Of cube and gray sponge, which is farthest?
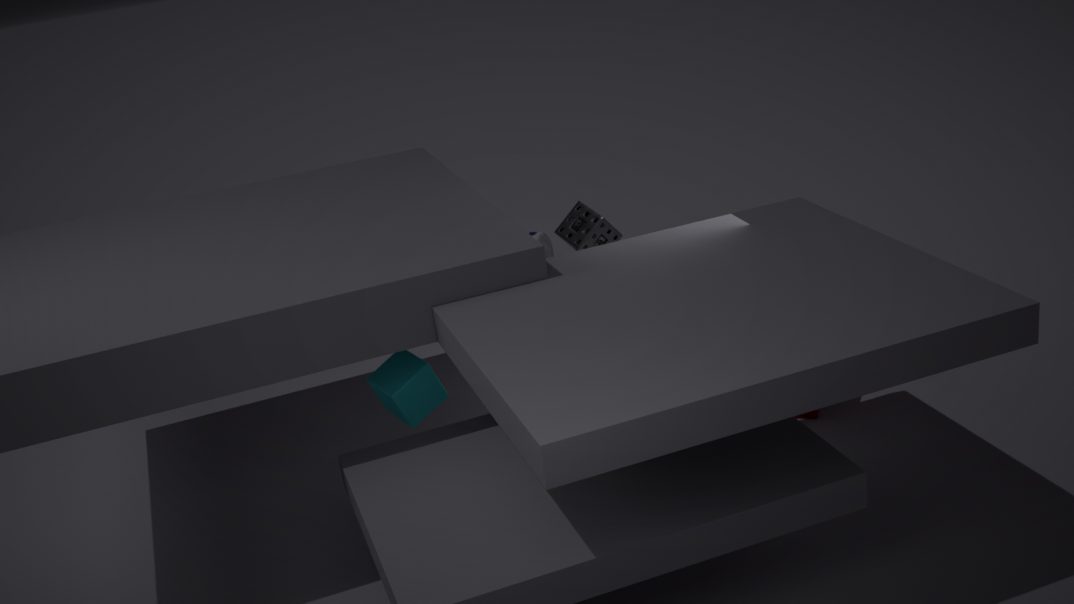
gray sponge
